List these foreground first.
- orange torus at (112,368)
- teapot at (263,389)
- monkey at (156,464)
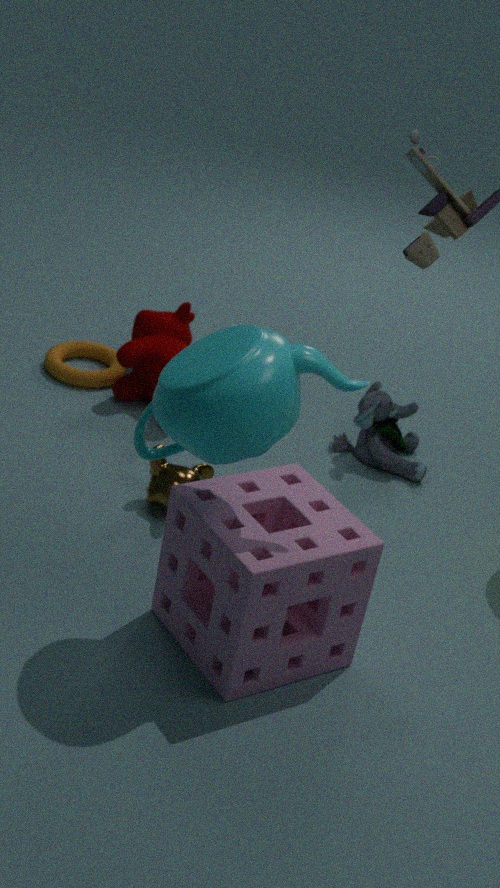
teapot at (263,389) → monkey at (156,464) → orange torus at (112,368)
